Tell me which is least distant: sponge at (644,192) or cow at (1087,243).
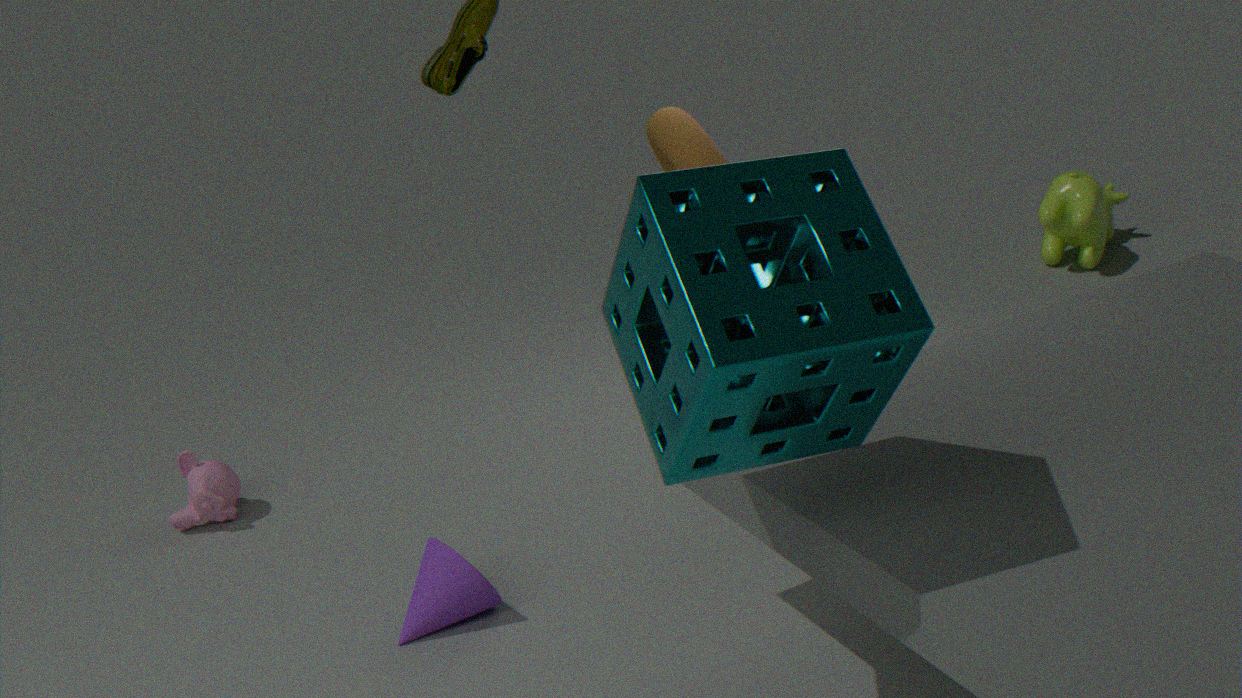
sponge at (644,192)
